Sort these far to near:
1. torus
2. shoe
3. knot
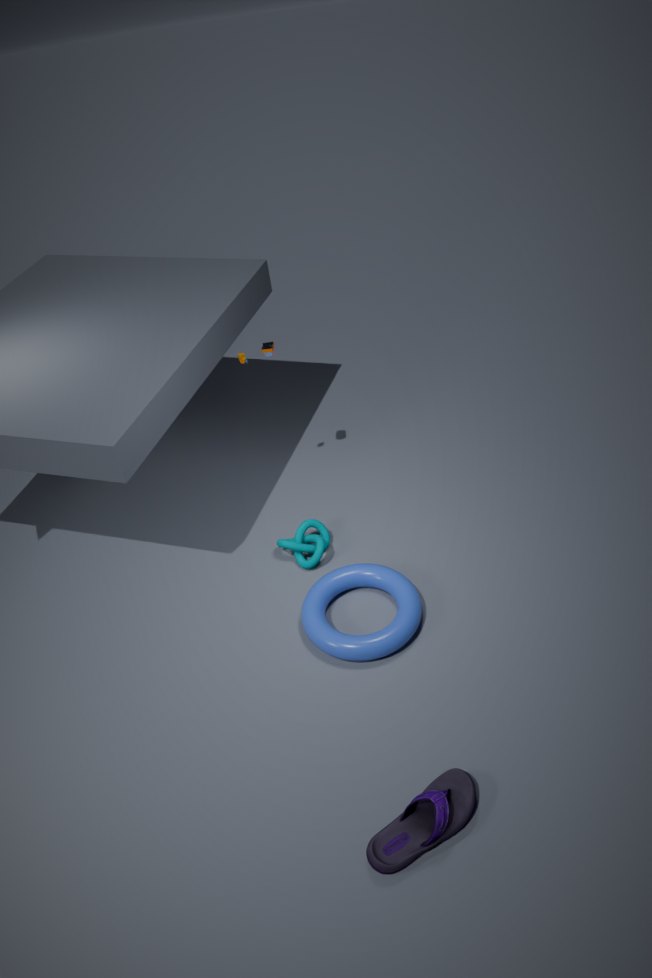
knot → torus → shoe
